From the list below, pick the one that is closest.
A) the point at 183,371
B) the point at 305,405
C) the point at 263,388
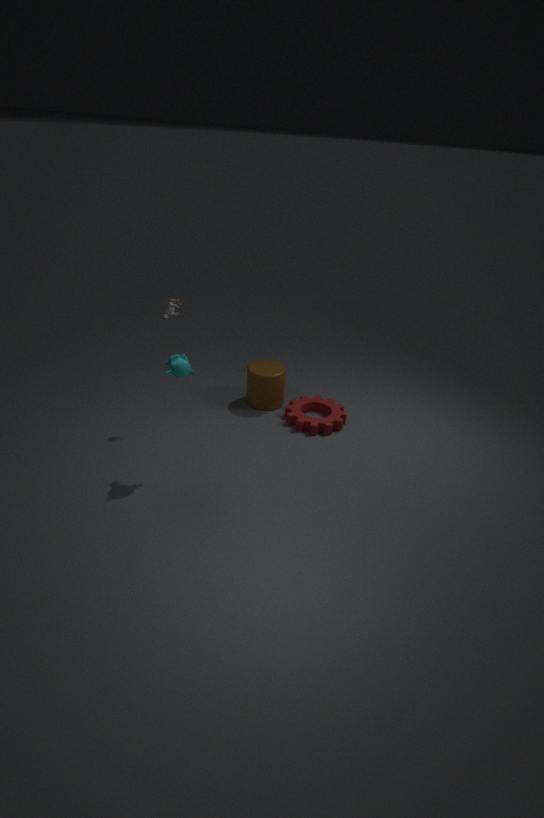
the point at 183,371
